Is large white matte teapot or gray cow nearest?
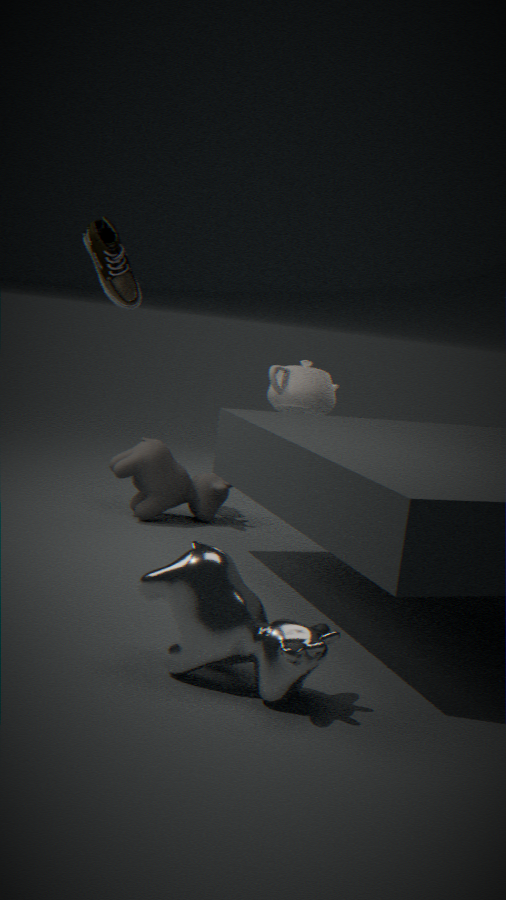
gray cow
